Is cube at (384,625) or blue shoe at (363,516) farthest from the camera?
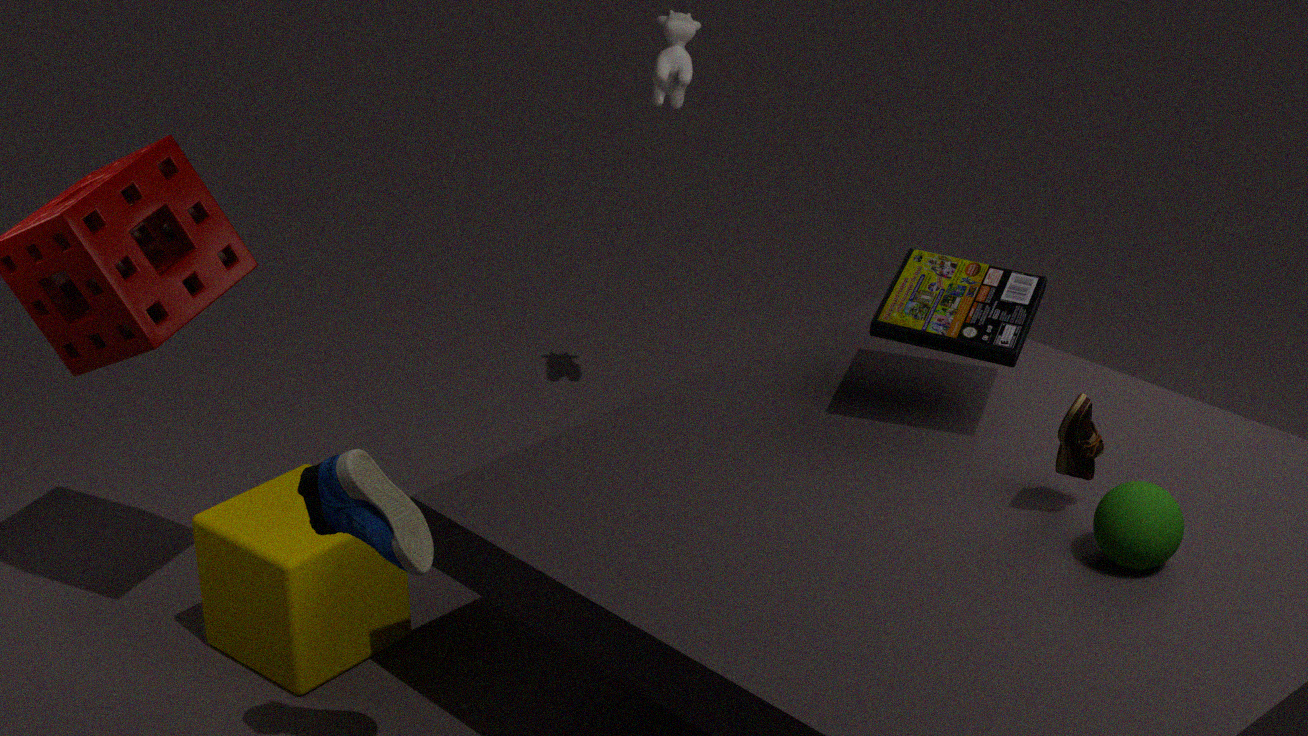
cube at (384,625)
